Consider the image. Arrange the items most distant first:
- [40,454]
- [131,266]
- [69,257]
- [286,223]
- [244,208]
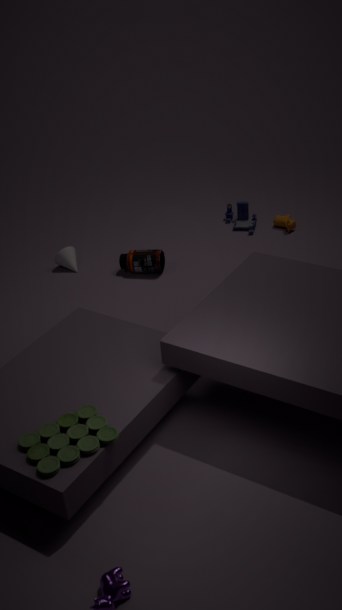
[244,208] → [286,223] → [69,257] → [131,266] → [40,454]
